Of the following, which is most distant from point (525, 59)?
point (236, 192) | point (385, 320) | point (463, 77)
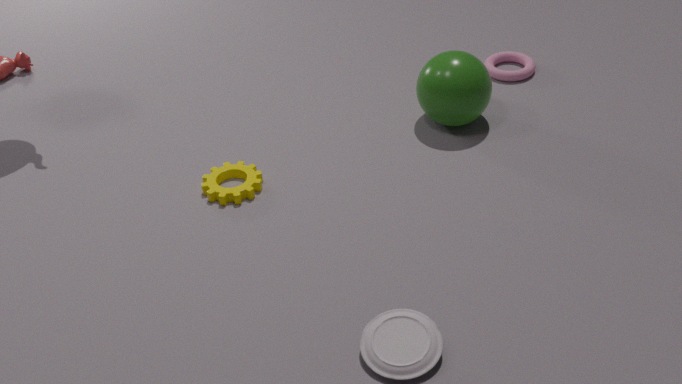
point (385, 320)
